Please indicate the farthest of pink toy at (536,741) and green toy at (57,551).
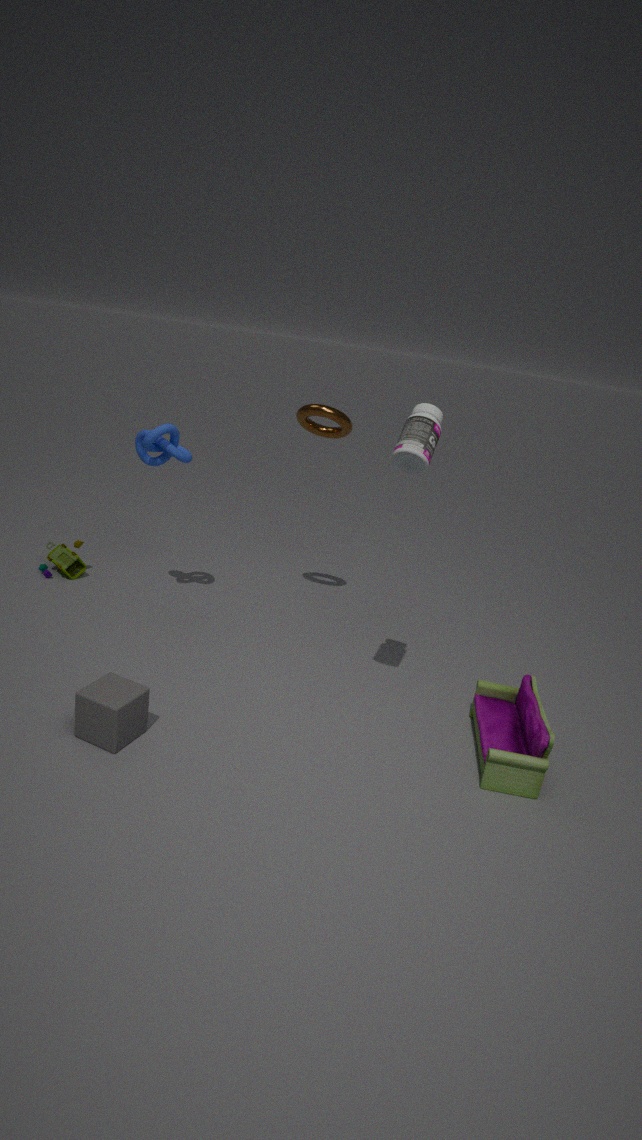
green toy at (57,551)
